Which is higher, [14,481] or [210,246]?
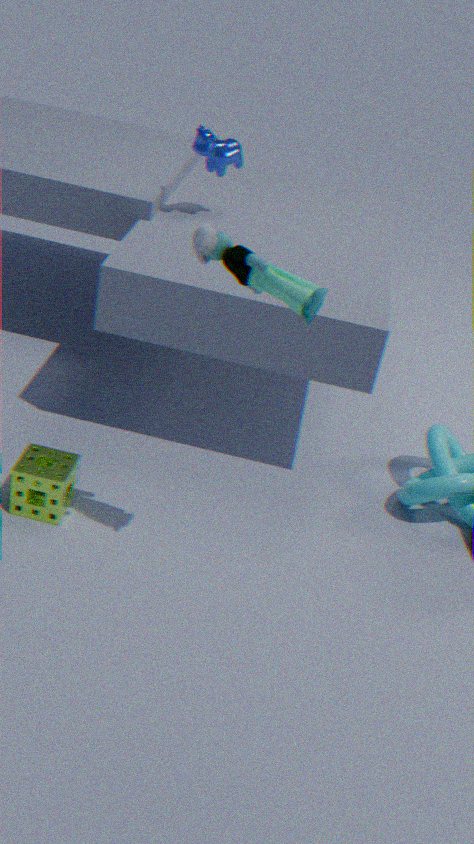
[210,246]
